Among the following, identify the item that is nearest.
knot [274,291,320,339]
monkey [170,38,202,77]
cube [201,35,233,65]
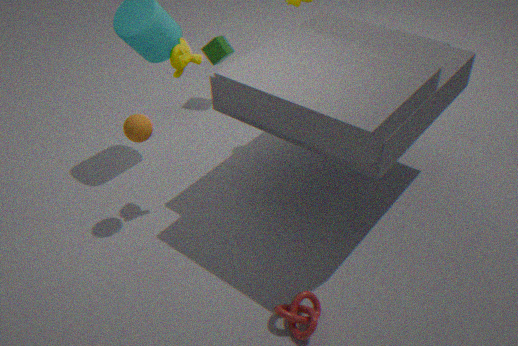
knot [274,291,320,339]
